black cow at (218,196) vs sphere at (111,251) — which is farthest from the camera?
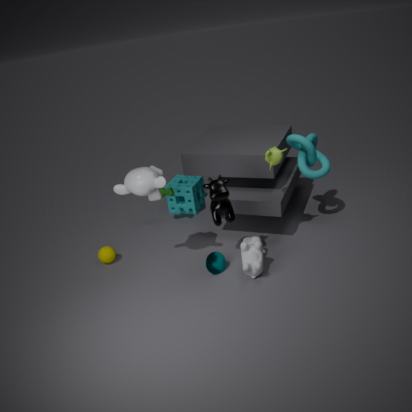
sphere at (111,251)
